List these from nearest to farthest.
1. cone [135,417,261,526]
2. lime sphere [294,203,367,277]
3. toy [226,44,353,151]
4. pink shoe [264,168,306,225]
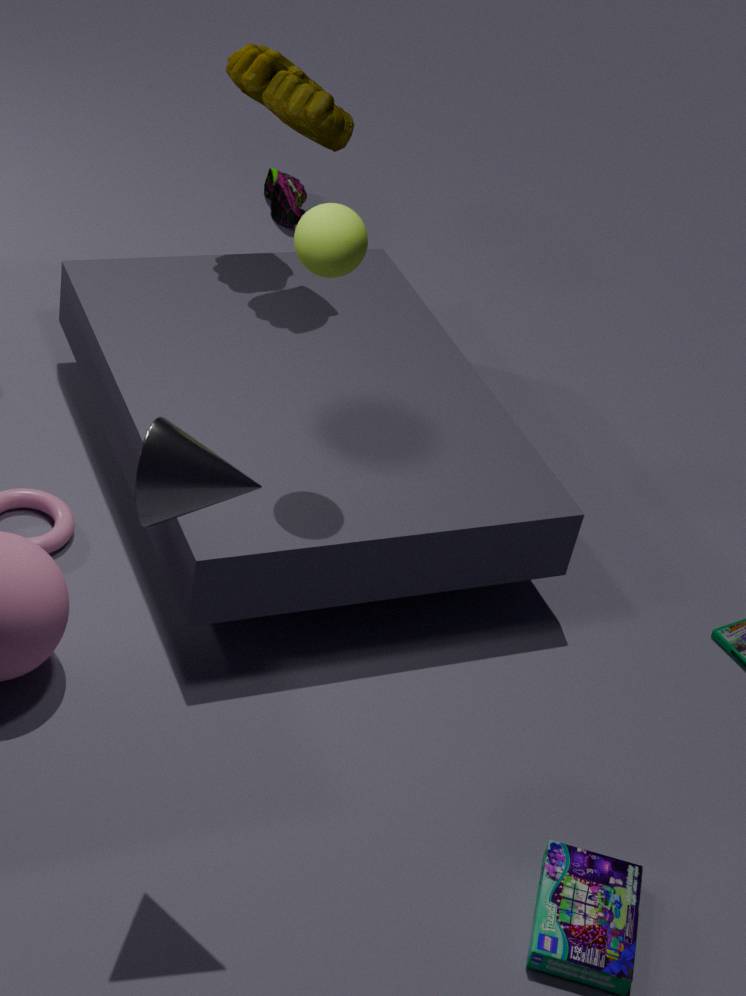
cone [135,417,261,526] → lime sphere [294,203,367,277] → toy [226,44,353,151] → pink shoe [264,168,306,225]
